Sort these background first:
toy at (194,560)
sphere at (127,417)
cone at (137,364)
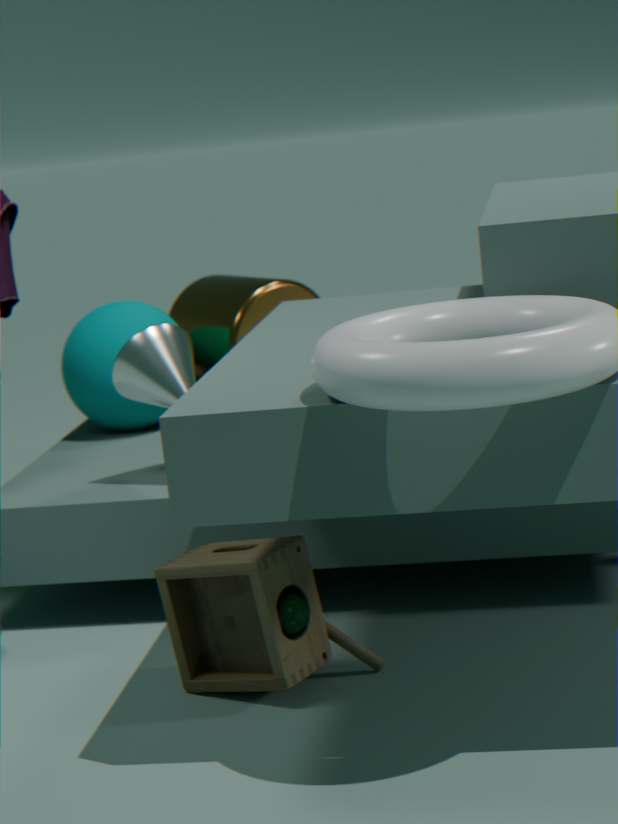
1. sphere at (127,417)
2. cone at (137,364)
3. toy at (194,560)
